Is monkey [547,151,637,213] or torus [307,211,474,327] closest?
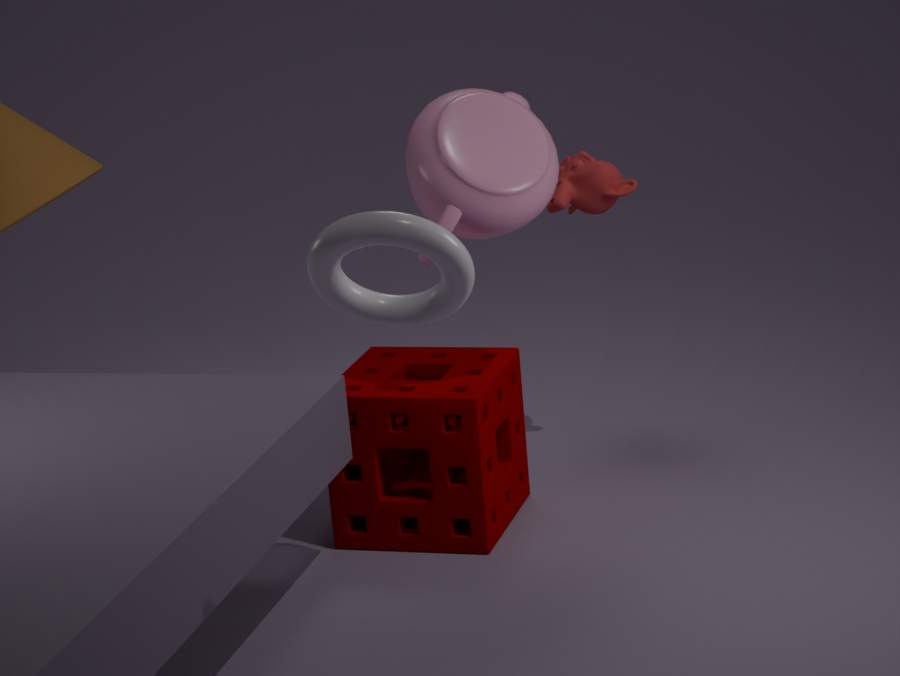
torus [307,211,474,327]
